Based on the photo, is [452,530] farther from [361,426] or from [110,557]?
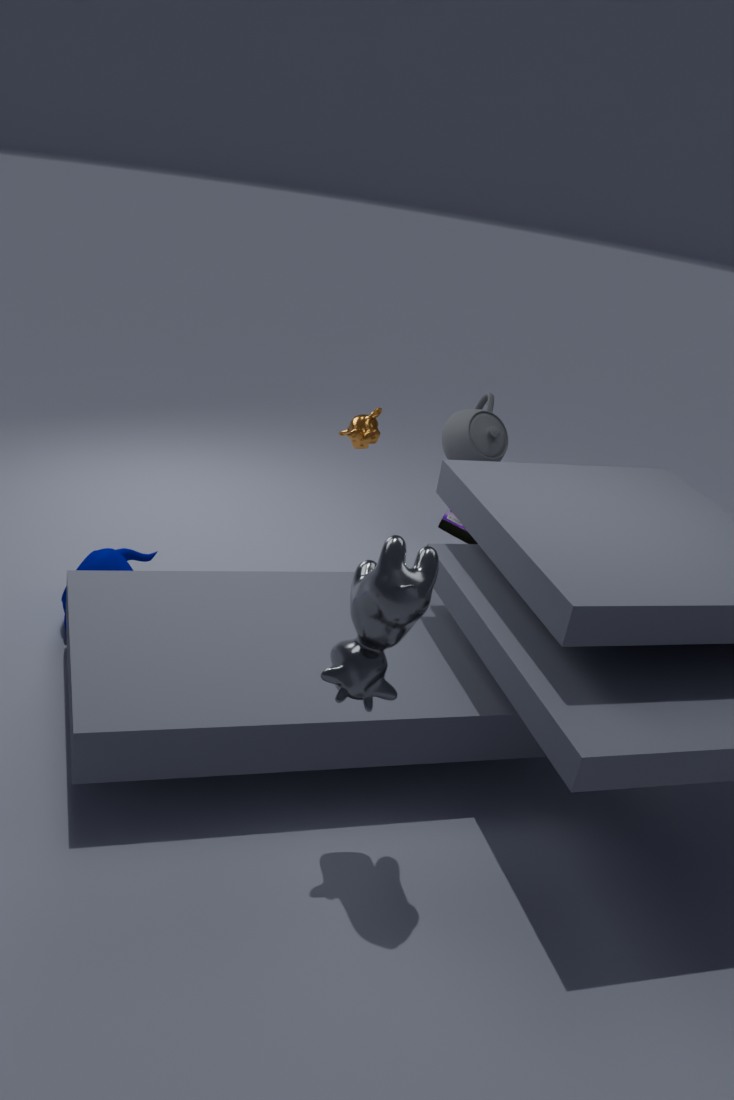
[110,557]
